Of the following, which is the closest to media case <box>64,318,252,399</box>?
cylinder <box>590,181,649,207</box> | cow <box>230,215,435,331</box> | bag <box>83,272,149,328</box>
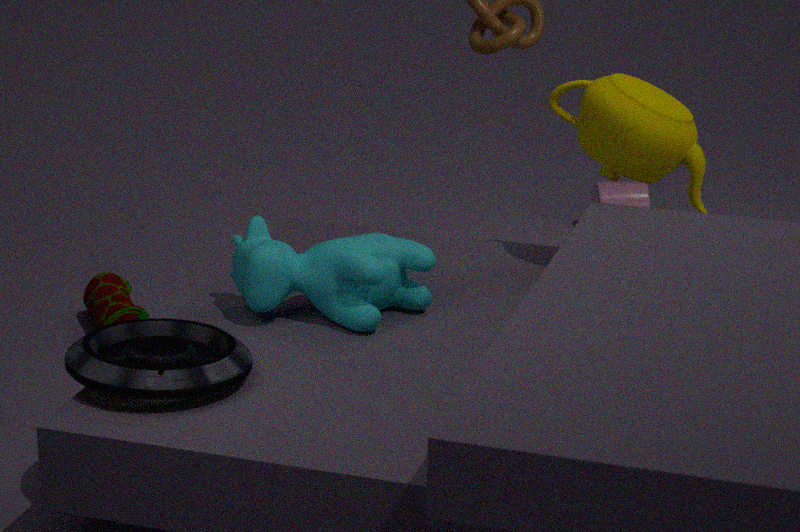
cow <box>230,215,435,331</box>
